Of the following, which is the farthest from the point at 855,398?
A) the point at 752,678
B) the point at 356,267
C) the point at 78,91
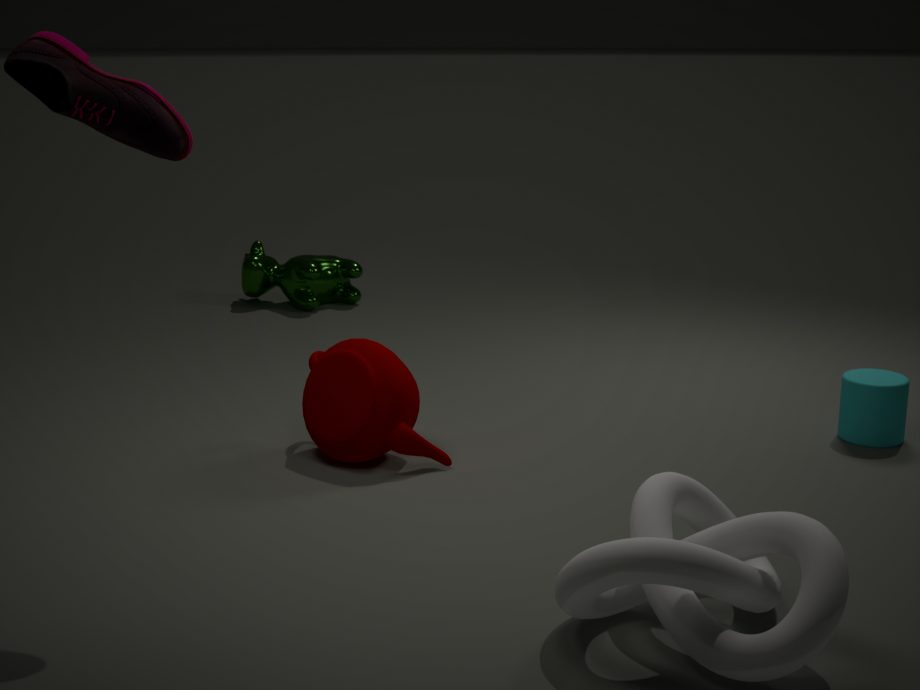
the point at 356,267
